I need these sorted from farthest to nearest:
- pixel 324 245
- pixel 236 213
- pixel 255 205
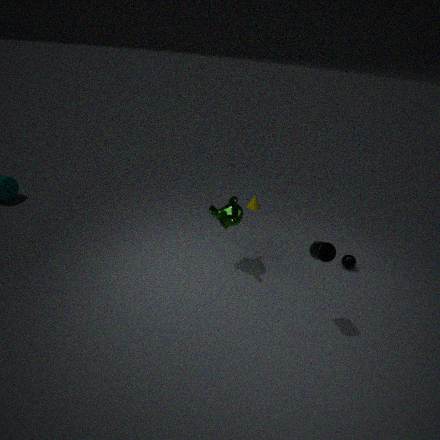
pixel 255 205 < pixel 236 213 < pixel 324 245
